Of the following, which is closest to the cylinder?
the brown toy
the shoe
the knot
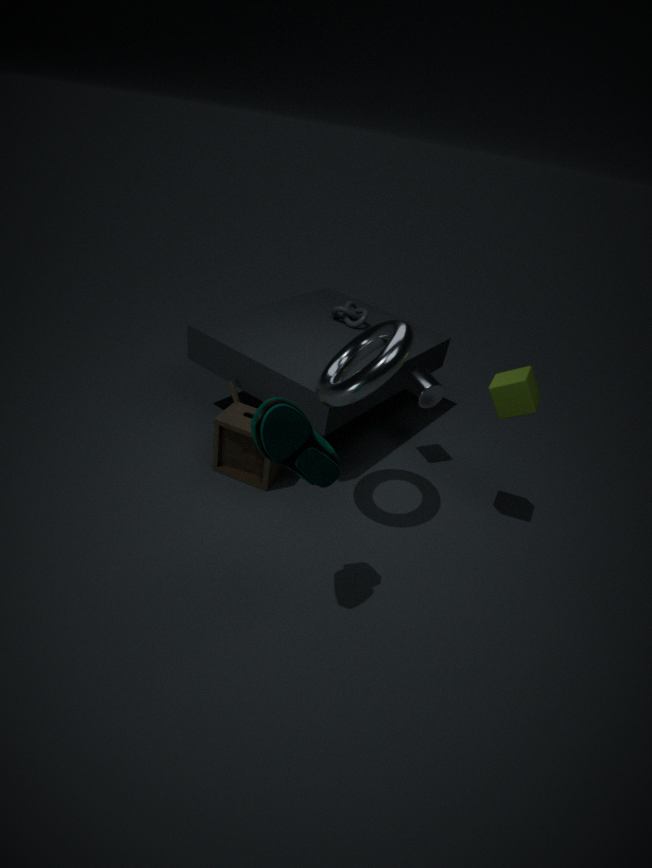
the knot
